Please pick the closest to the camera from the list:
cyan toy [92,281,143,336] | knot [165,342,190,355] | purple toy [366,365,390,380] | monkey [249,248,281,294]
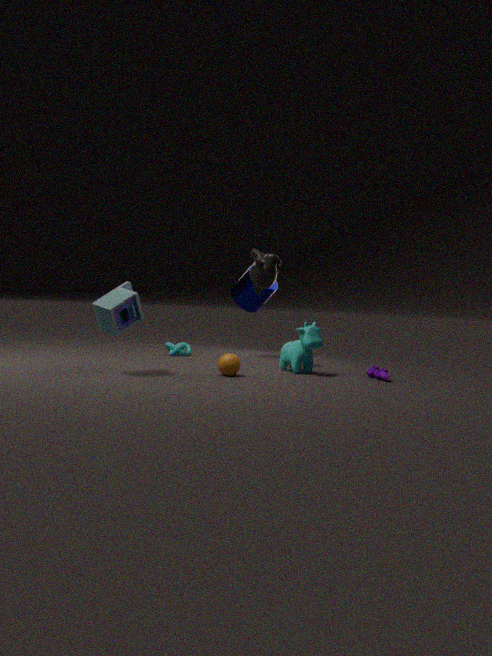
cyan toy [92,281,143,336]
